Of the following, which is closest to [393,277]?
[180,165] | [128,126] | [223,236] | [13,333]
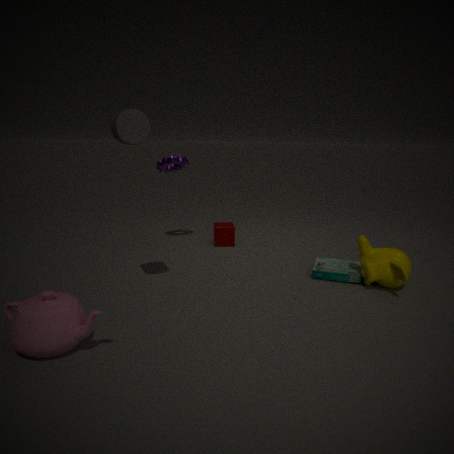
[223,236]
